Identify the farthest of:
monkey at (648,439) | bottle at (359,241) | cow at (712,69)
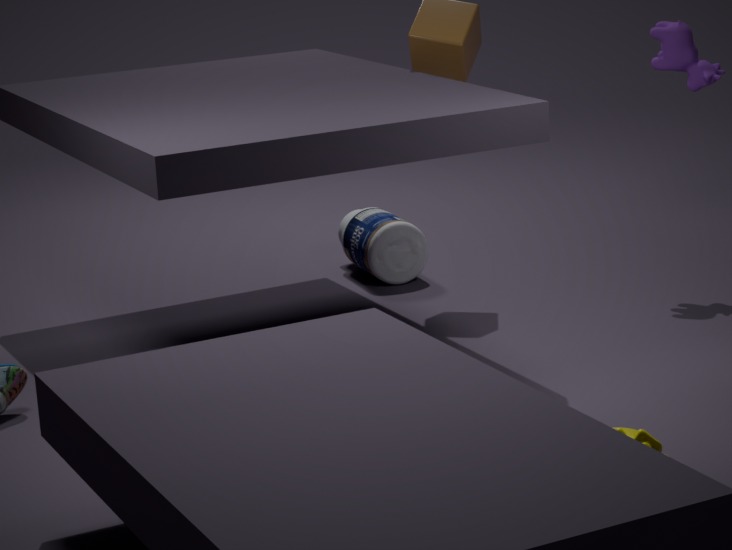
bottle at (359,241)
